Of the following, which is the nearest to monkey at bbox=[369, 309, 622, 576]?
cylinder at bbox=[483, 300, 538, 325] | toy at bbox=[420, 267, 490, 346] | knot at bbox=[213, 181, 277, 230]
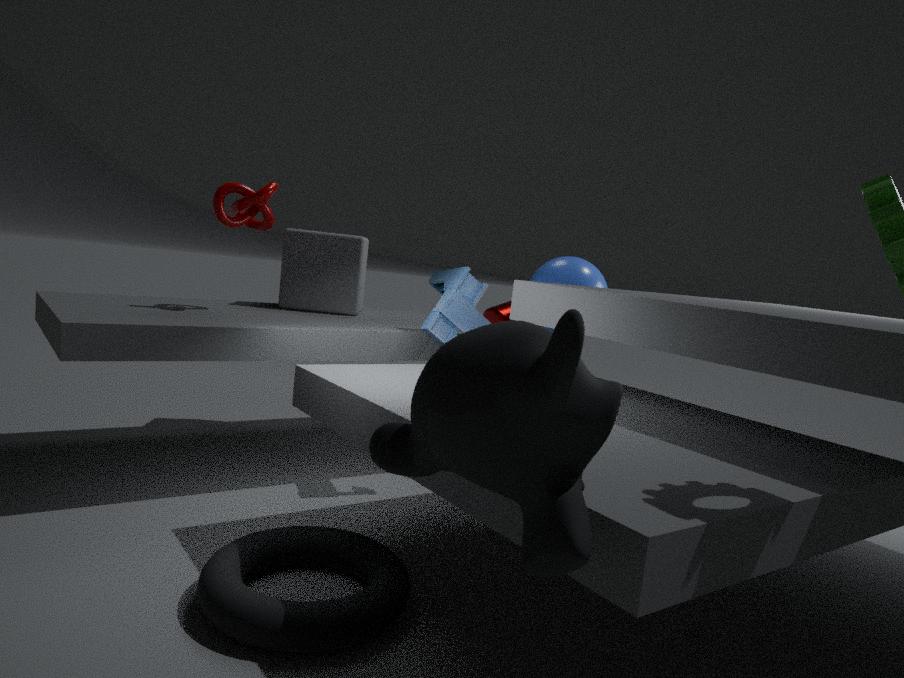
toy at bbox=[420, 267, 490, 346]
